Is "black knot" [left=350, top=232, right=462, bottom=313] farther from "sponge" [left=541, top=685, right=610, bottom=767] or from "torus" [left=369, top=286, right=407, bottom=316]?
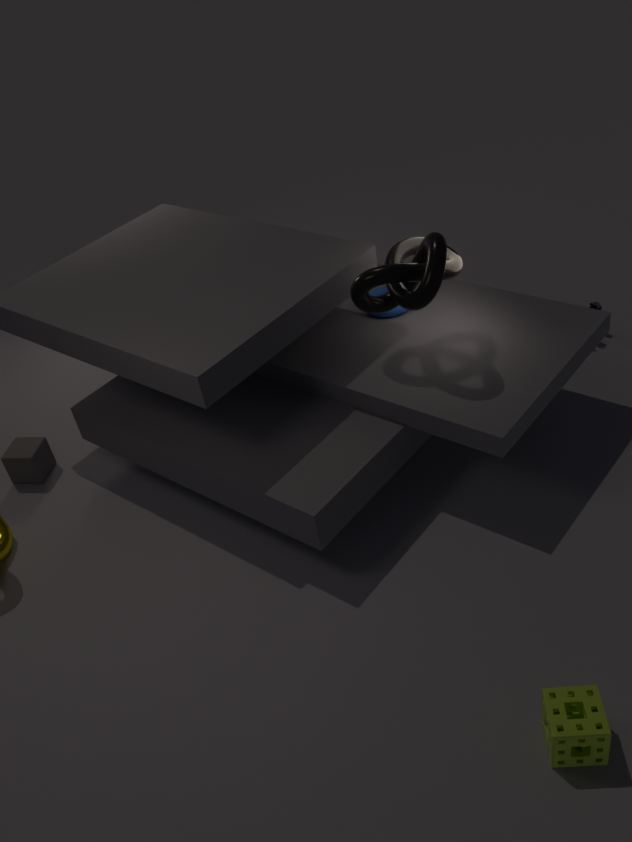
"sponge" [left=541, top=685, right=610, bottom=767]
